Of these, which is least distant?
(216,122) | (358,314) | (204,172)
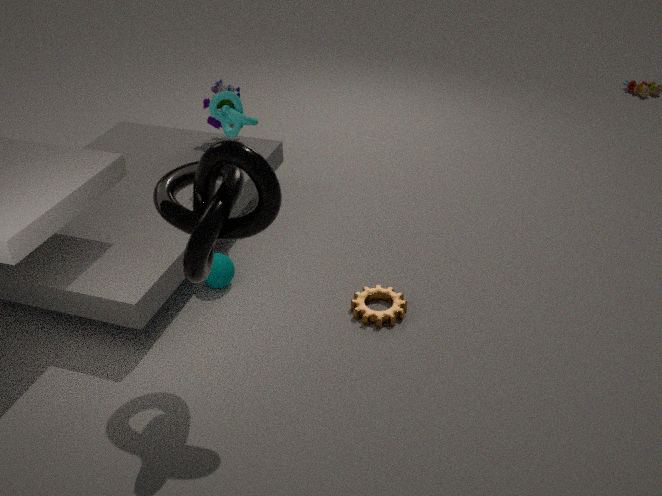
(204,172)
